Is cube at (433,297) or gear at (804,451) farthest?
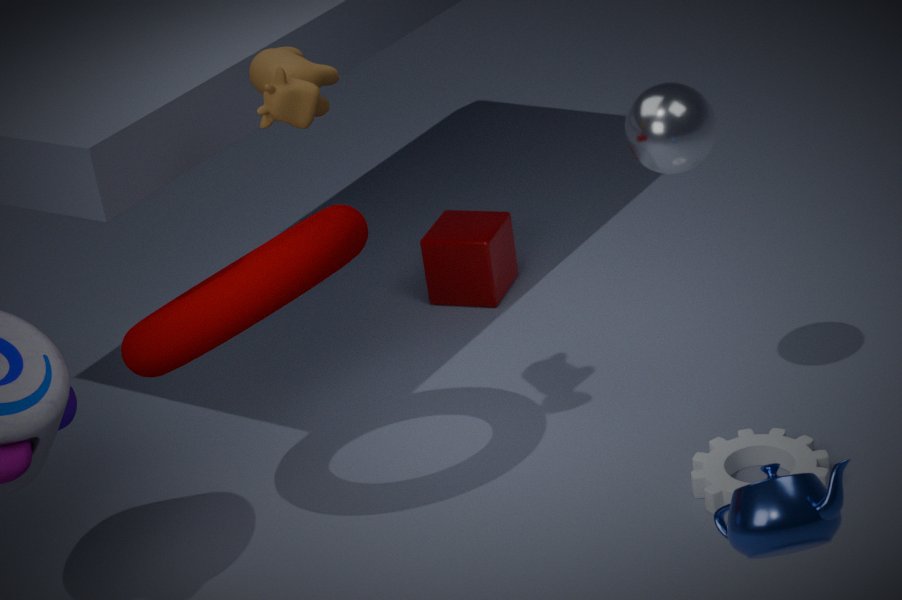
cube at (433,297)
